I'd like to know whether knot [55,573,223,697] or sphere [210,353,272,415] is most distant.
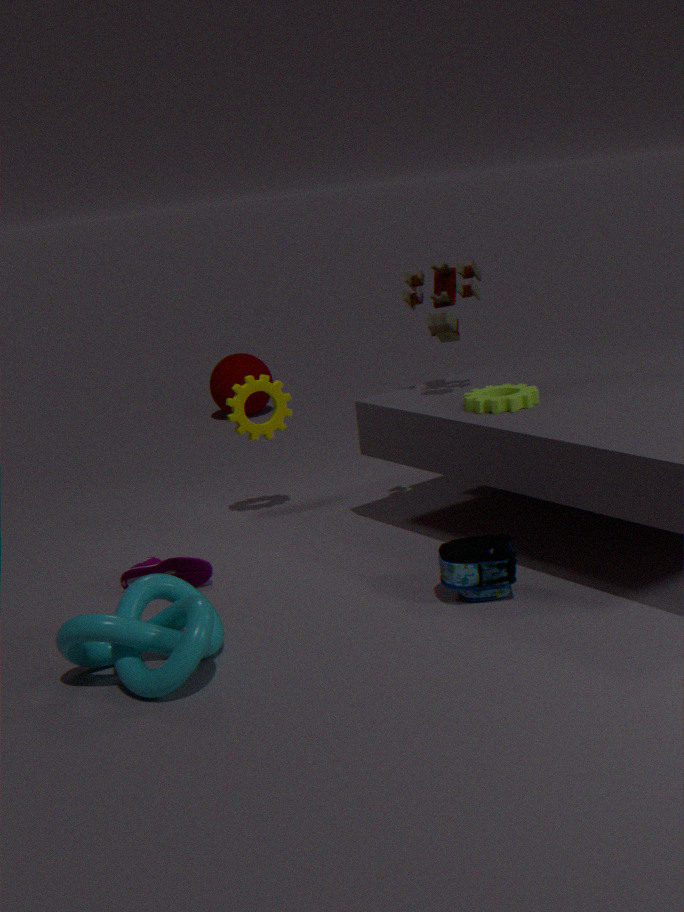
sphere [210,353,272,415]
